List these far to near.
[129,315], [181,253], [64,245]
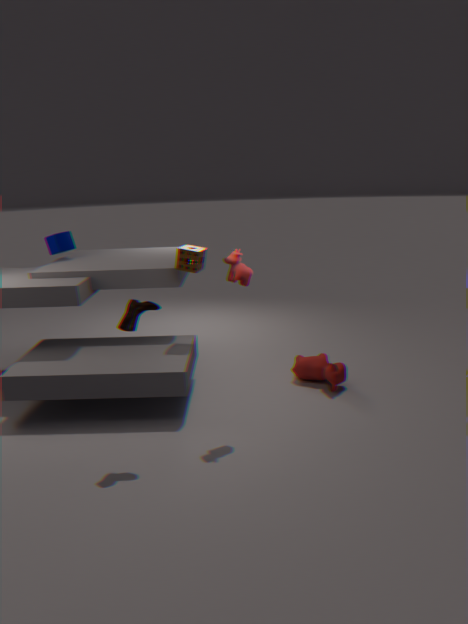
[64,245], [181,253], [129,315]
